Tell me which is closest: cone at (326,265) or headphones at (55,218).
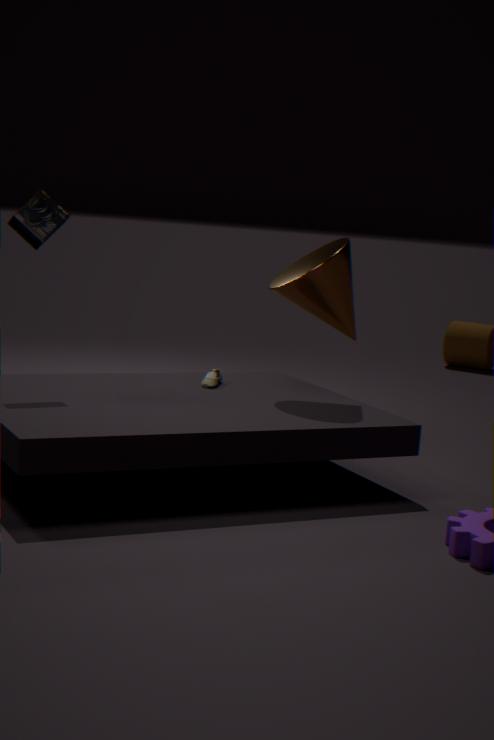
headphones at (55,218)
